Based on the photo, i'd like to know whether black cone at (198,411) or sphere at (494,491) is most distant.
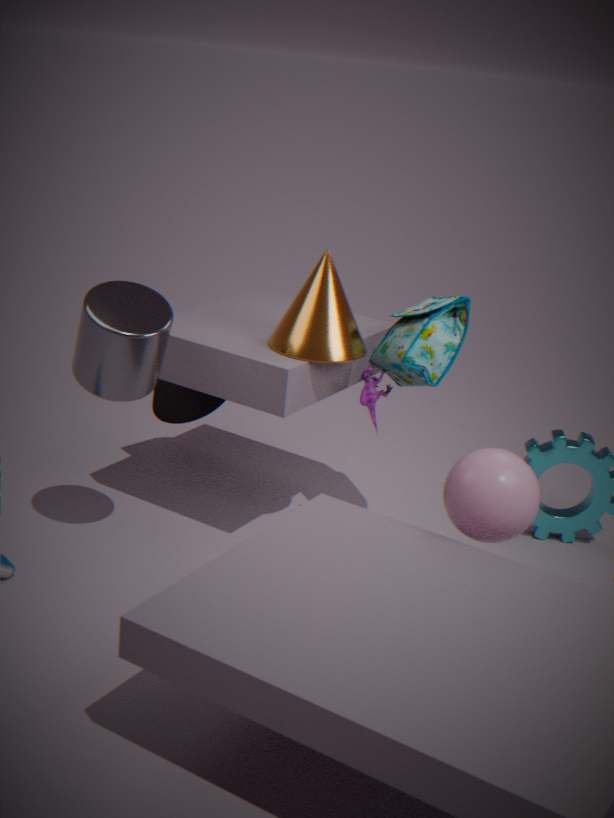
black cone at (198,411)
